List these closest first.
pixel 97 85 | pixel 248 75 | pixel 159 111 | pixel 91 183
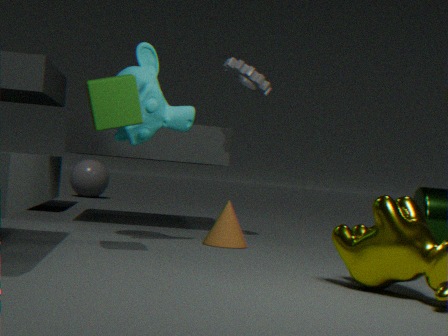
pixel 97 85 → pixel 159 111 → pixel 248 75 → pixel 91 183
